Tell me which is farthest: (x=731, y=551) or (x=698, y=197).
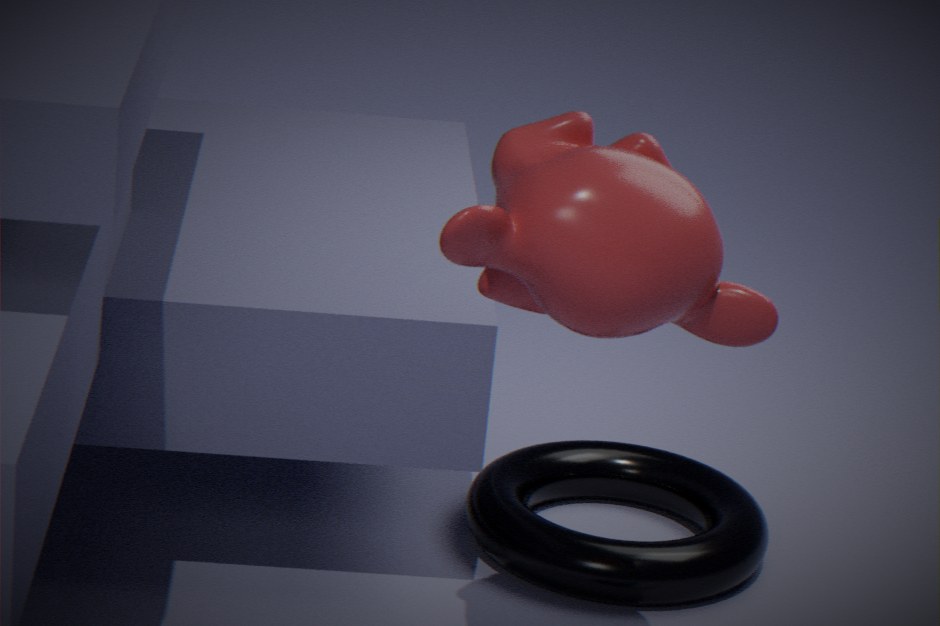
(x=731, y=551)
